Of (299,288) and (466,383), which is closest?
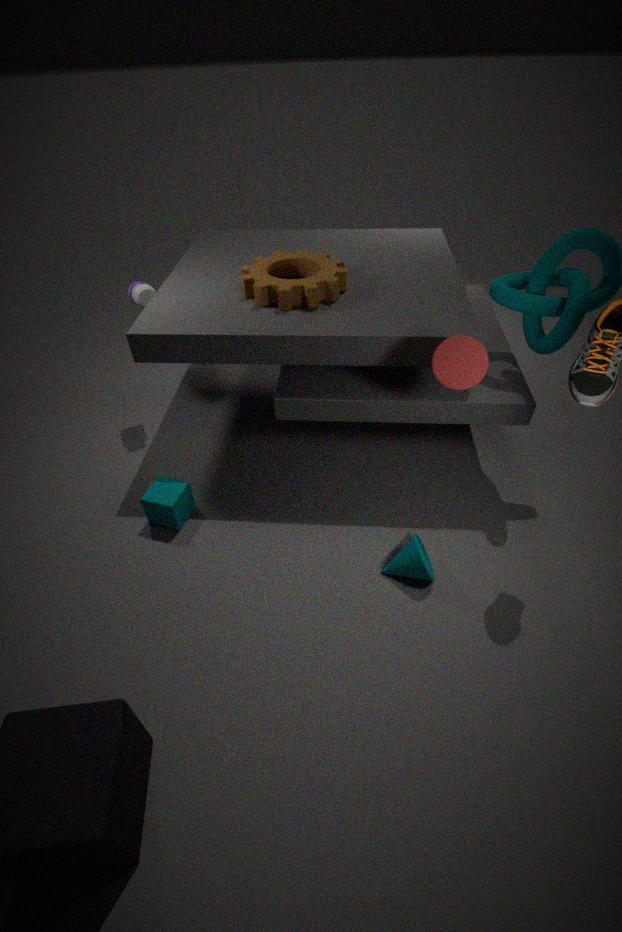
(466,383)
